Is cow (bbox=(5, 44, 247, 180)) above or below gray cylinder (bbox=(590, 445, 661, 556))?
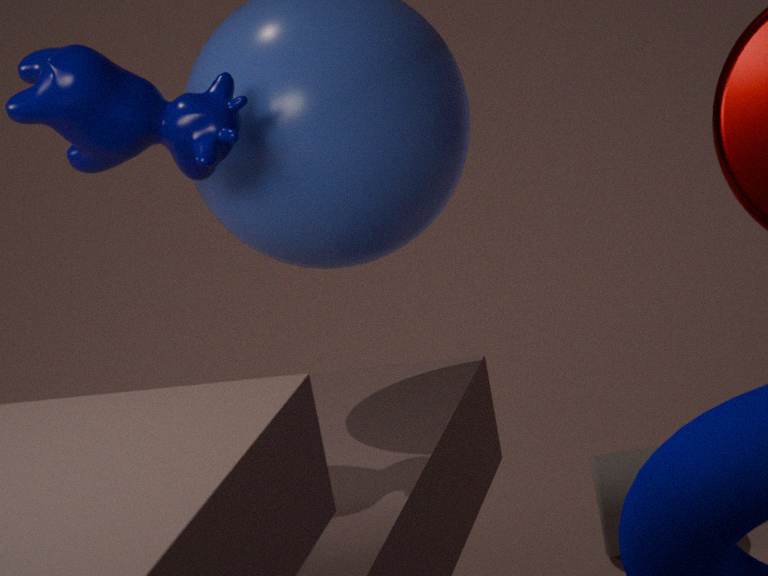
above
